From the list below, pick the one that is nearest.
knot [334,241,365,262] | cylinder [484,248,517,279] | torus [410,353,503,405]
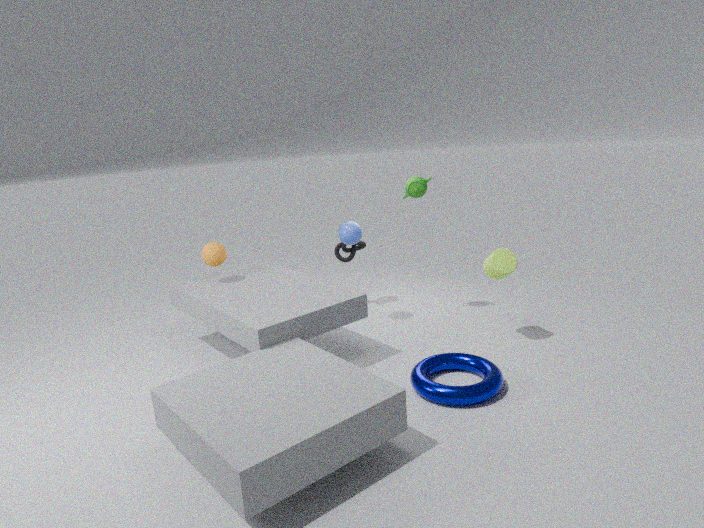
torus [410,353,503,405]
